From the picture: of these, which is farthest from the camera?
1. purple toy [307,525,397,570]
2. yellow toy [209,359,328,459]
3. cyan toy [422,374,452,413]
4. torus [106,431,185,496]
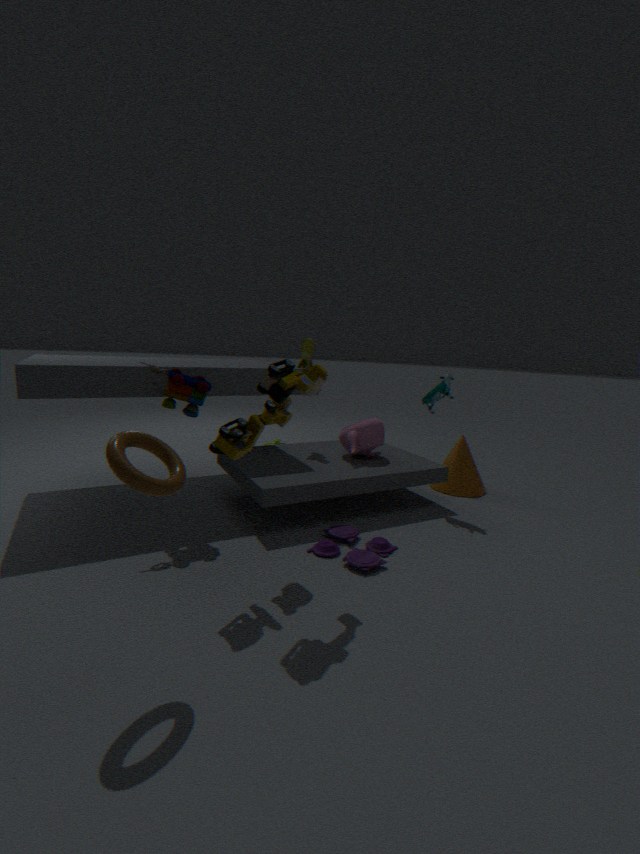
cyan toy [422,374,452,413]
